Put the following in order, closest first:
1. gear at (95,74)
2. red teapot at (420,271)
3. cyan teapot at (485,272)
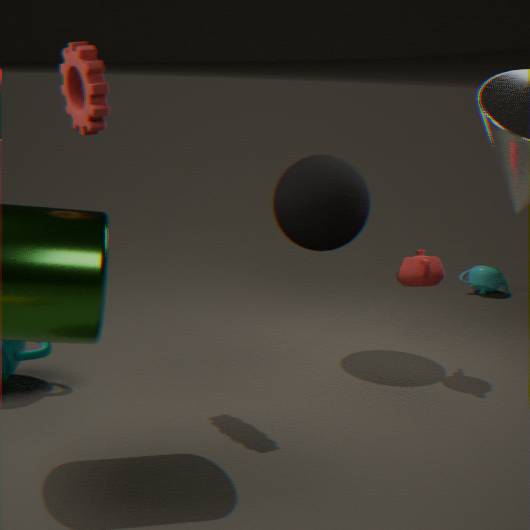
gear at (95,74)
red teapot at (420,271)
cyan teapot at (485,272)
